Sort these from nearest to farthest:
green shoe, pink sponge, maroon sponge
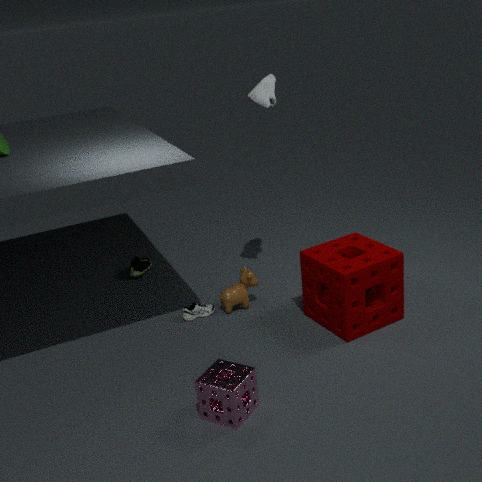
pink sponge → maroon sponge → green shoe
